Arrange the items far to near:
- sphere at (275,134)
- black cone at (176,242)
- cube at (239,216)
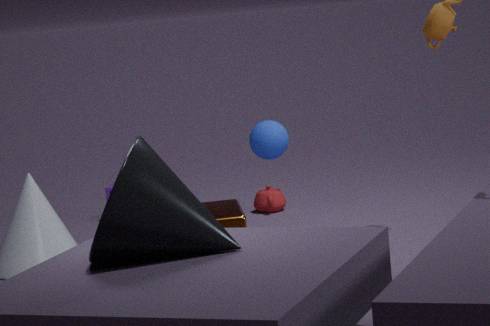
sphere at (275,134) → cube at (239,216) → black cone at (176,242)
